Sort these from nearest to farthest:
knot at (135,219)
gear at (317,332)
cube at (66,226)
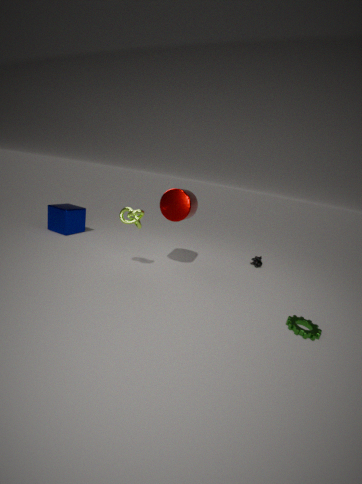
1. gear at (317,332)
2. knot at (135,219)
3. cube at (66,226)
